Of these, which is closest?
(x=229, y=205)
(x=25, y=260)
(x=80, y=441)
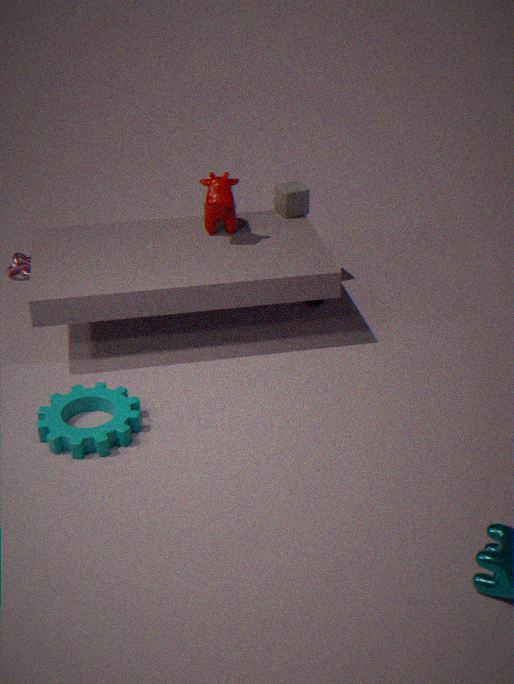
(x=80, y=441)
